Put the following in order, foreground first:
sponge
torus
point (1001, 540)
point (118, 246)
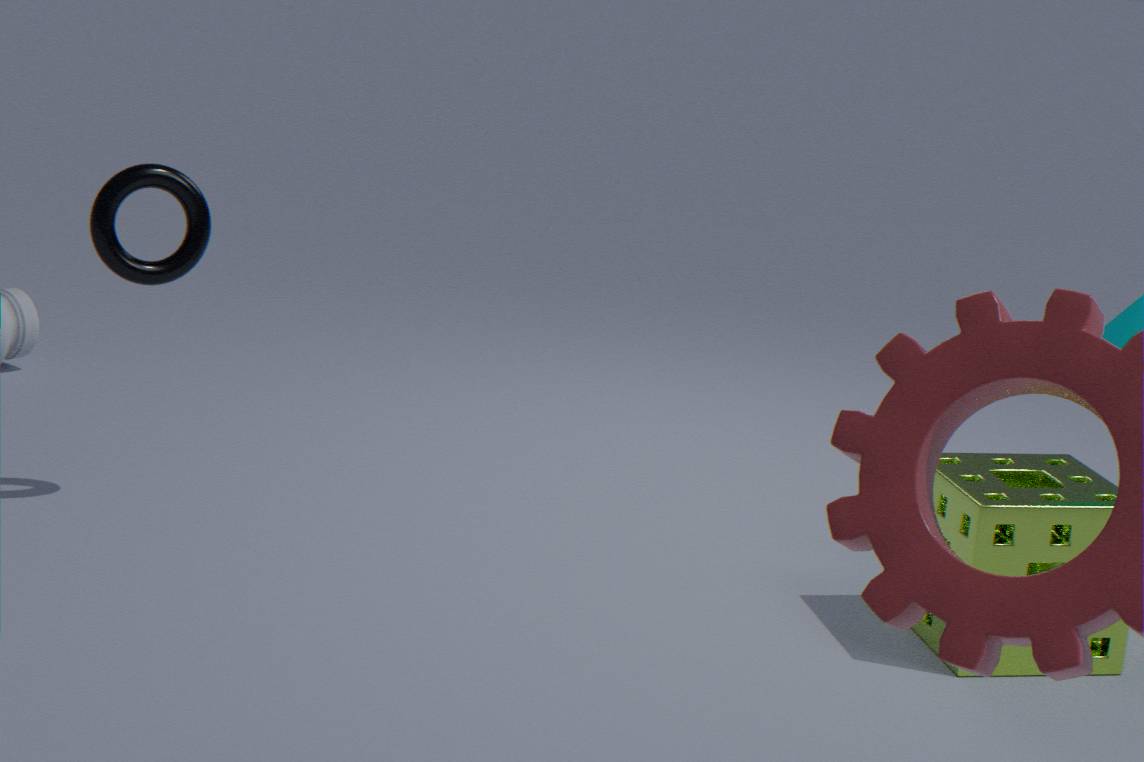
sponge
torus
point (1001, 540)
point (118, 246)
